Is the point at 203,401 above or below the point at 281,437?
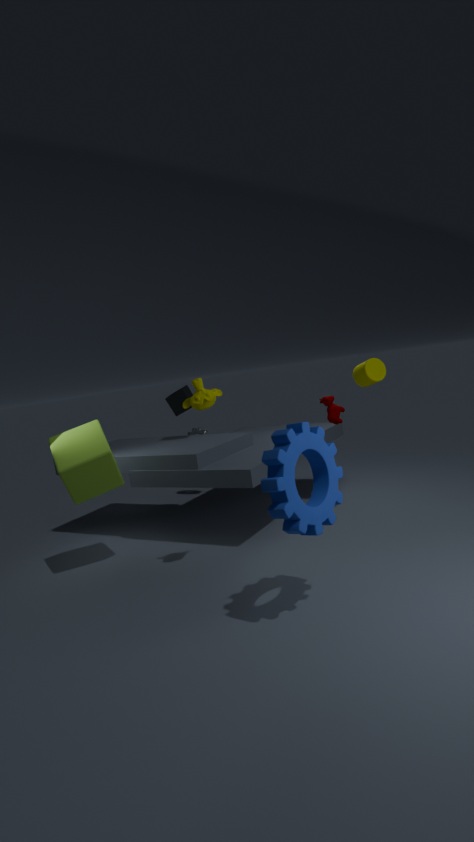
above
